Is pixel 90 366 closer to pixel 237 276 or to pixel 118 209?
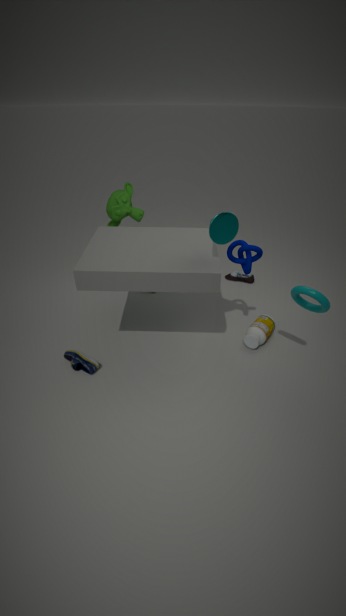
pixel 118 209
